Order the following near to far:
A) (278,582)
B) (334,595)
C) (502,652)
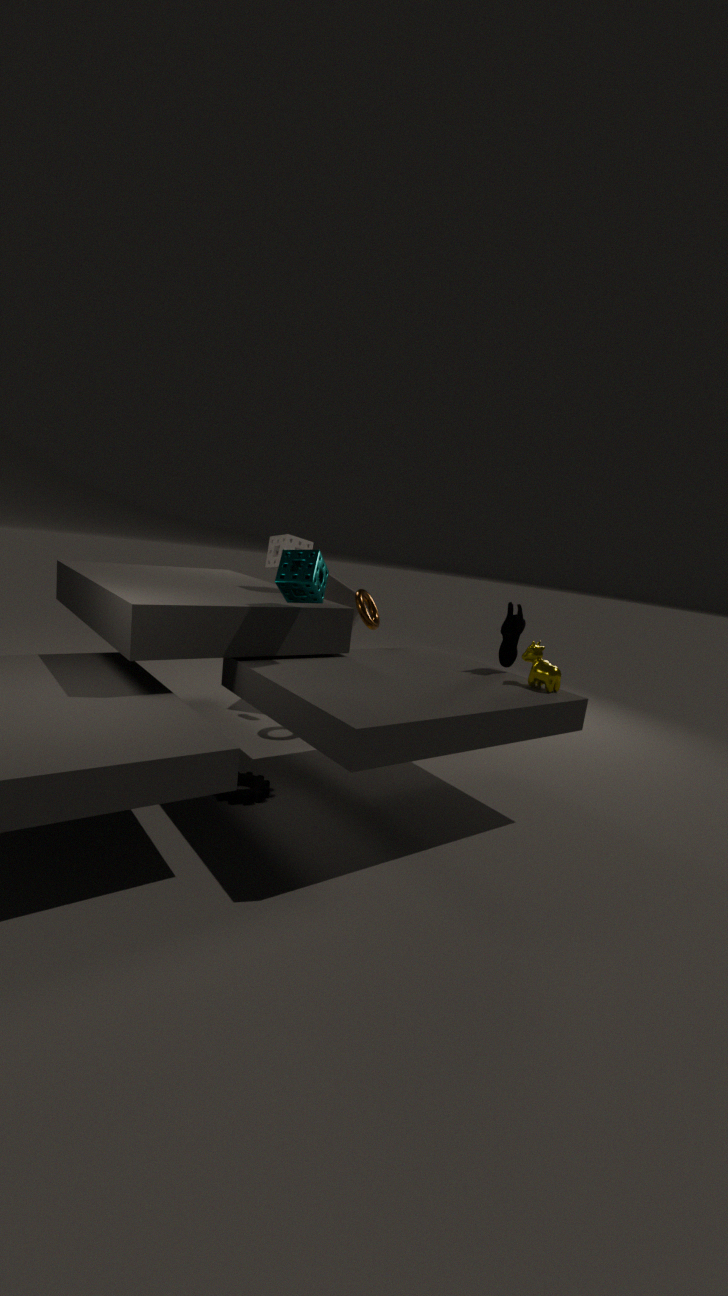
(278,582) → (502,652) → (334,595)
